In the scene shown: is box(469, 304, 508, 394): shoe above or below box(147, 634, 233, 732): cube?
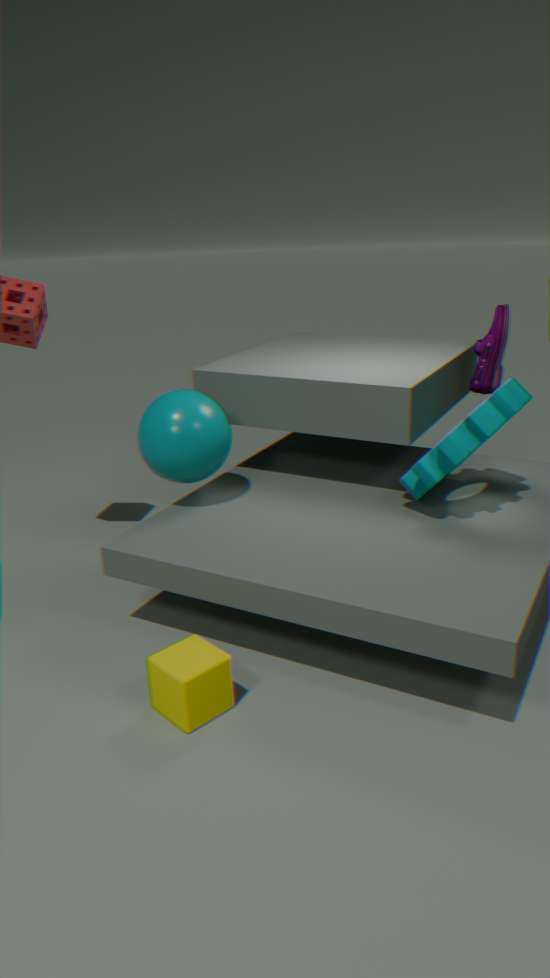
above
